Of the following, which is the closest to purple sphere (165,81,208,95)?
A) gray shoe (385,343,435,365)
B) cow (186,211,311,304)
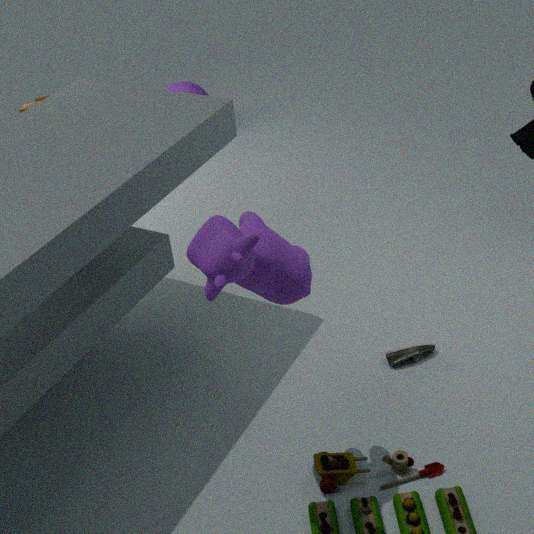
gray shoe (385,343,435,365)
